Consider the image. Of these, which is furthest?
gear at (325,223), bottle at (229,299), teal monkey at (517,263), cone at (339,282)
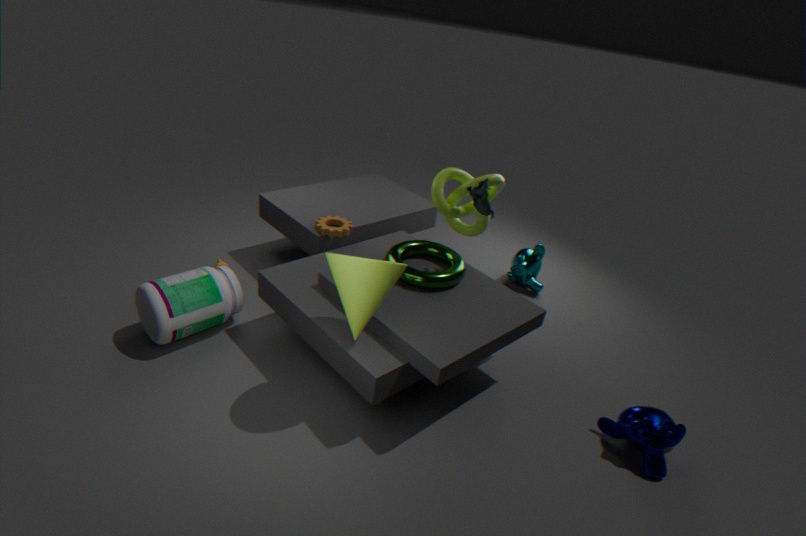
teal monkey at (517,263)
